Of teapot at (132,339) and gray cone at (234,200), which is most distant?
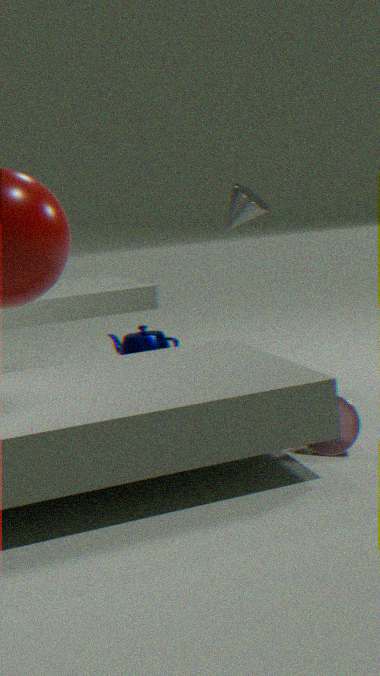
teapot at (132,339)
